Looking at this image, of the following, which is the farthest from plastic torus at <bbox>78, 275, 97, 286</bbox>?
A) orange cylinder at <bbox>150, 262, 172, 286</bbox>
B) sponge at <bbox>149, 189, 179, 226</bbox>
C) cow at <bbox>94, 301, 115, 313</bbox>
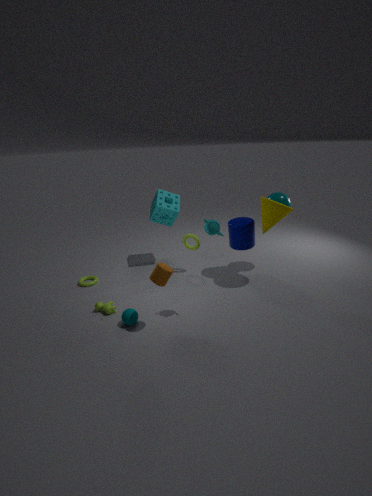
orange cylinder at <bbox>150, 262, 172, 286</bbox>
